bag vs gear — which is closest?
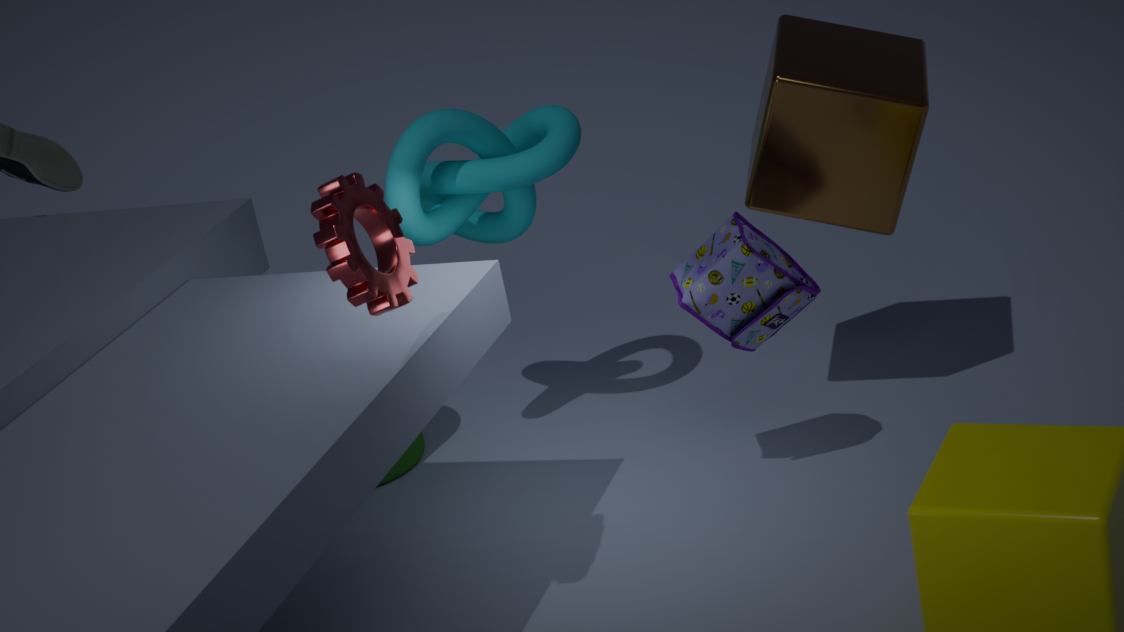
gear
